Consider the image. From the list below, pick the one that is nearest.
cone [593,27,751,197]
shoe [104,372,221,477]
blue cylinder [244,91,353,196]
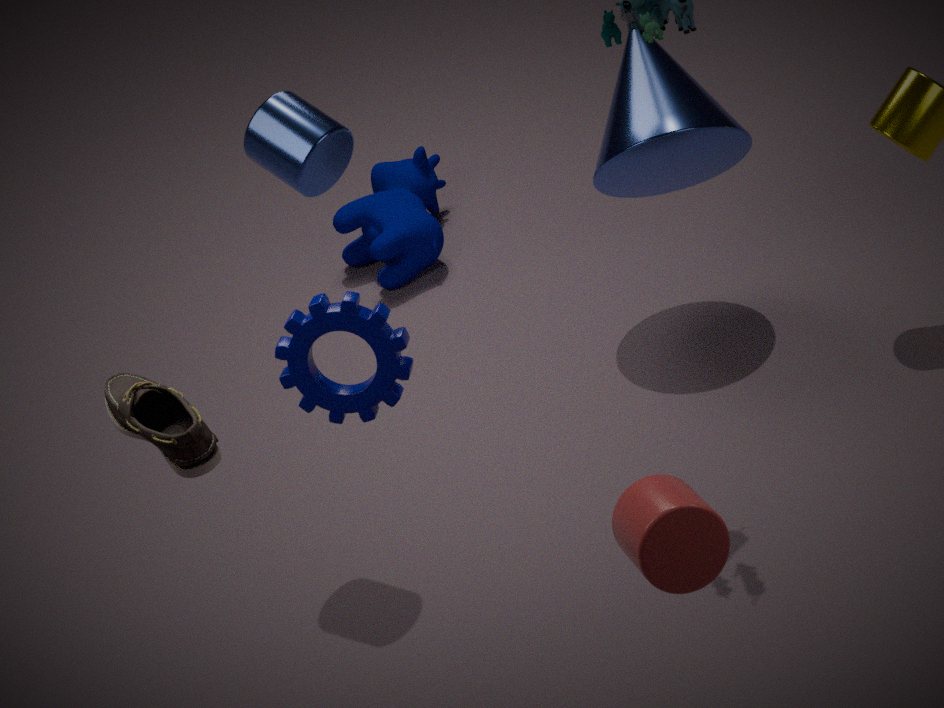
shoe [104,372,221,477]
